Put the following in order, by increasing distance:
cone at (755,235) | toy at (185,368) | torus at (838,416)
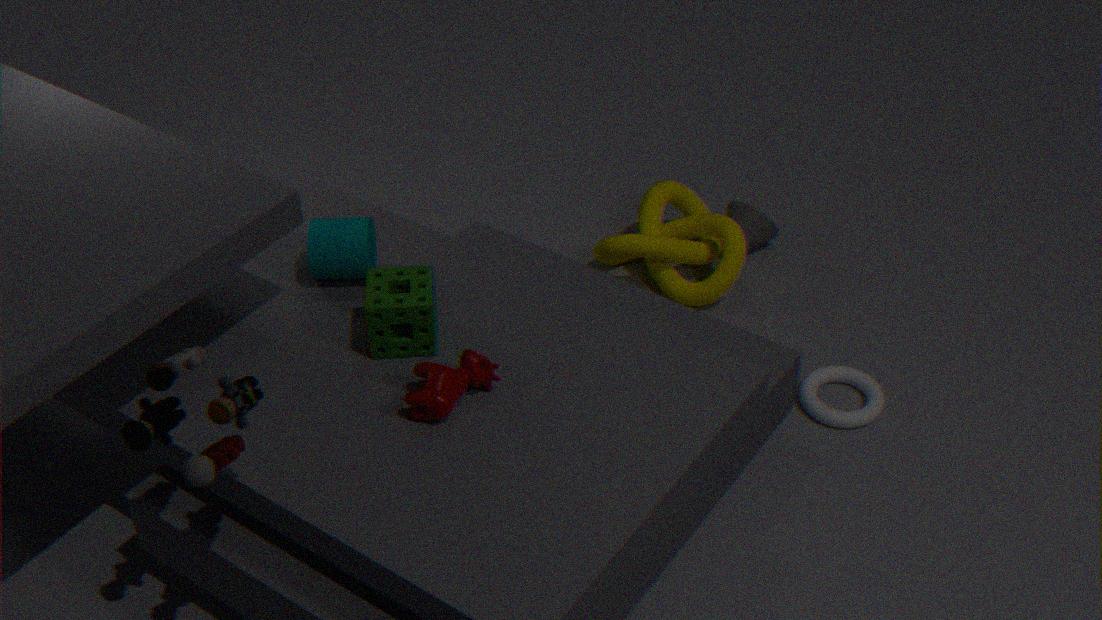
1. toy at (185,368)
2. torus at (838,416)
3. cone at (755,235)
